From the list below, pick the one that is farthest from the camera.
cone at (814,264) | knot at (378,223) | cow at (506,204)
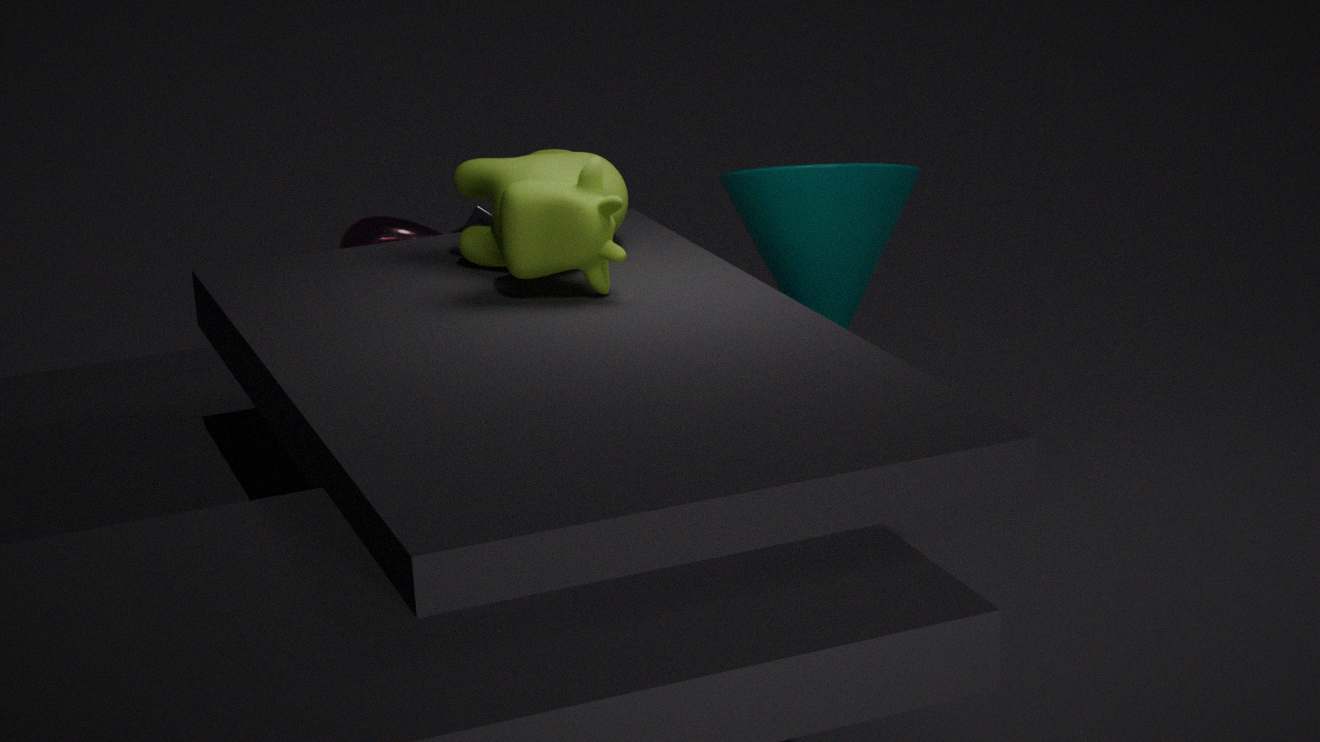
knot at (378,223)
